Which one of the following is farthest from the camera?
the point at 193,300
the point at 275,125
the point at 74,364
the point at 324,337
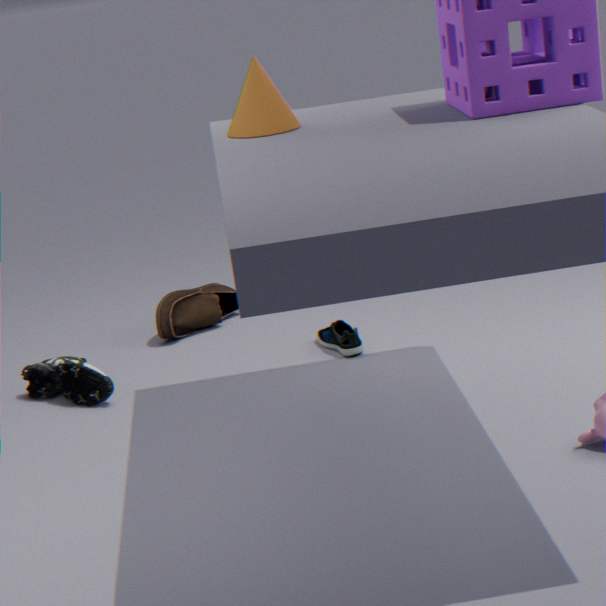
the point at 193,300
